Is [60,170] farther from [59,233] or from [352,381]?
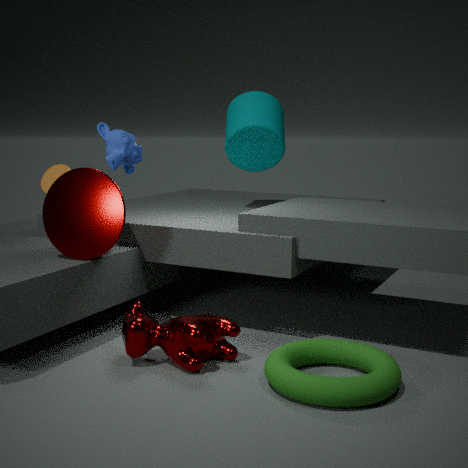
[352,381]
